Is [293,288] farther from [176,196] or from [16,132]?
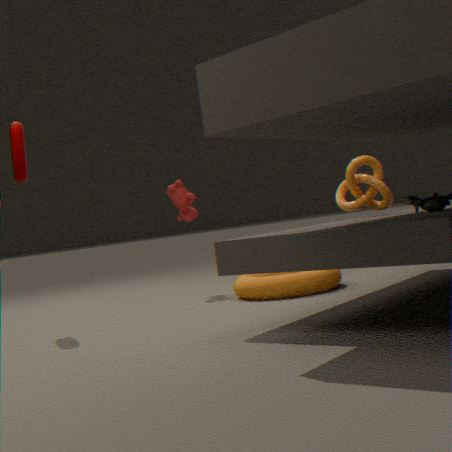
[16,132]
